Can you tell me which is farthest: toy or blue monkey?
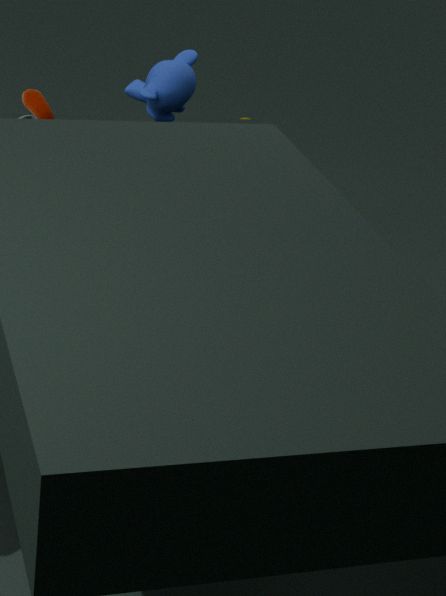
blue monkey
